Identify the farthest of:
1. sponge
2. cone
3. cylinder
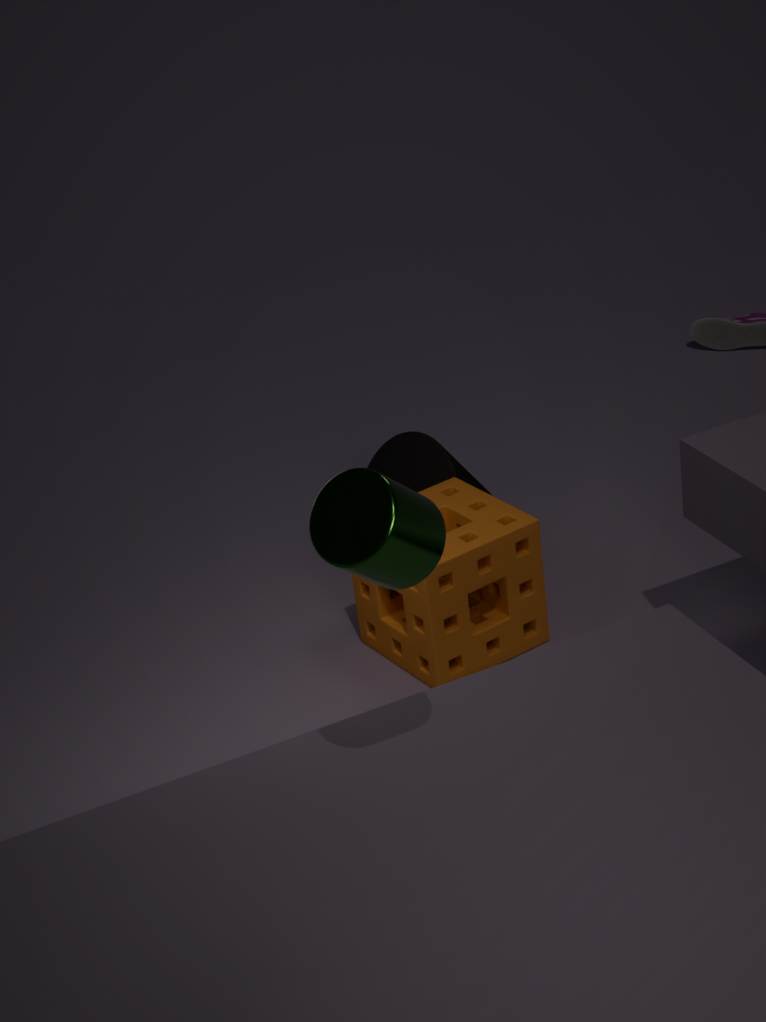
cone
